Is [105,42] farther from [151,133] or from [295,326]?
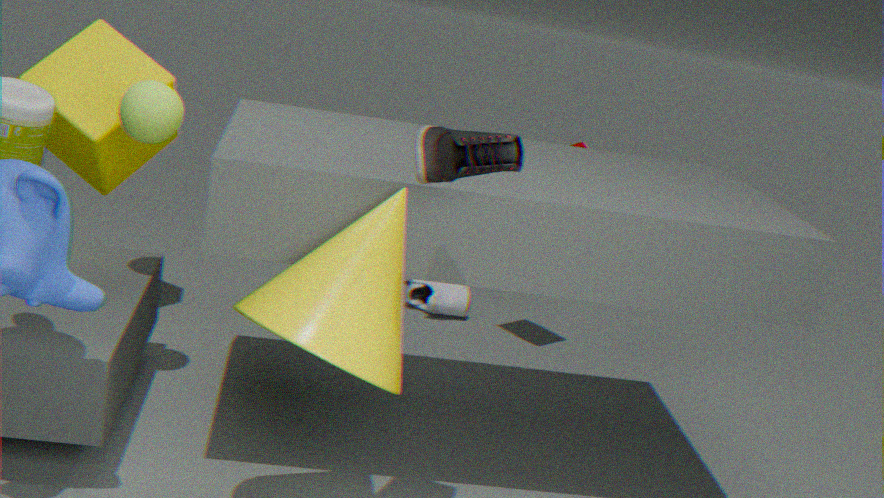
[295,326]
